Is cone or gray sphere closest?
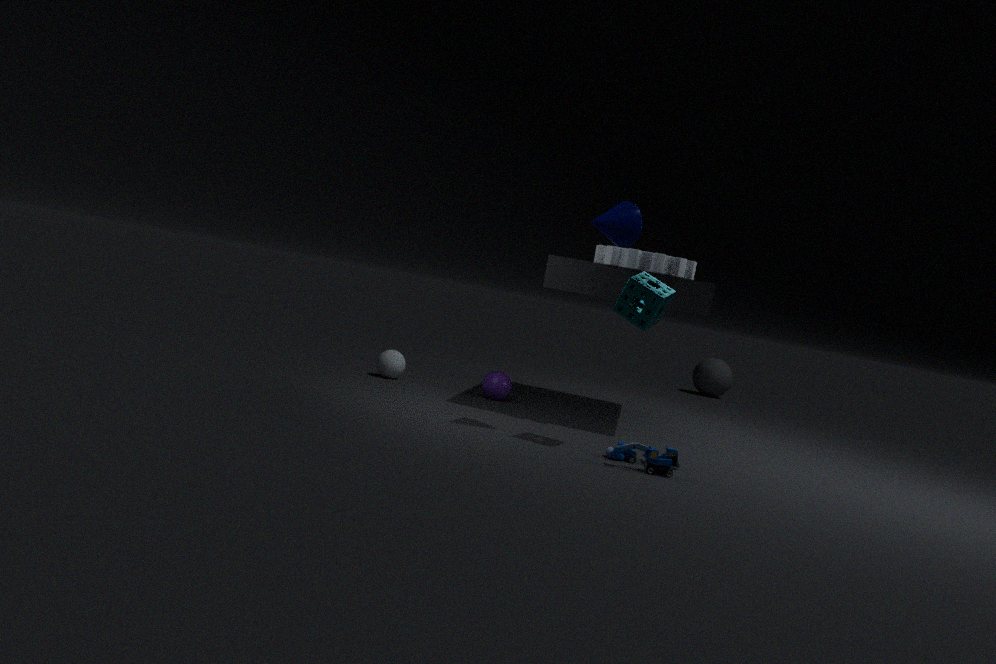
cone
